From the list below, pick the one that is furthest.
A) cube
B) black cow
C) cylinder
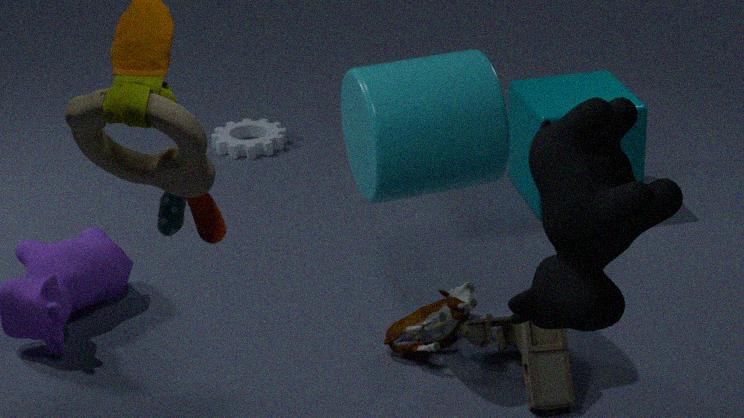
A. cube
